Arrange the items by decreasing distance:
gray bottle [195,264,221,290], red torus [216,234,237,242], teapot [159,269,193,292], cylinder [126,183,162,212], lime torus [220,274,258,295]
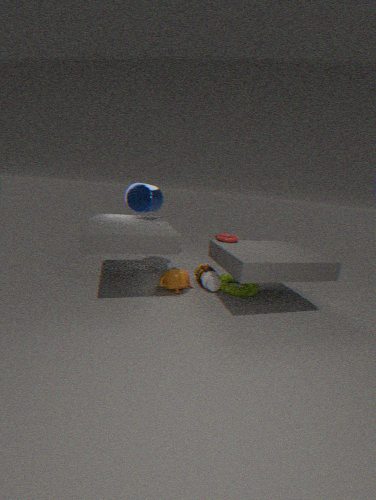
cylinder [126,183,162,212]
lime torus [220,274,258,295]
gray bottle [195,264,221,290]
red torus [216,234,237,242]
teapot [159,269,193,292]
